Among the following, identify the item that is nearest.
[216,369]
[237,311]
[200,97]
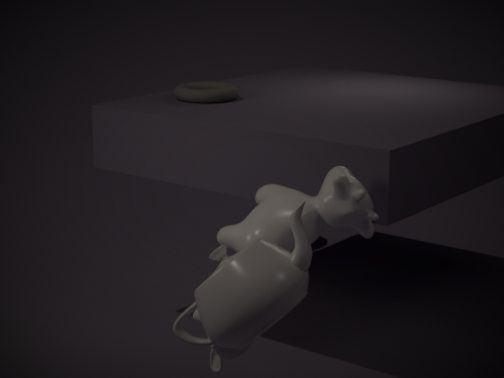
[237,311]
